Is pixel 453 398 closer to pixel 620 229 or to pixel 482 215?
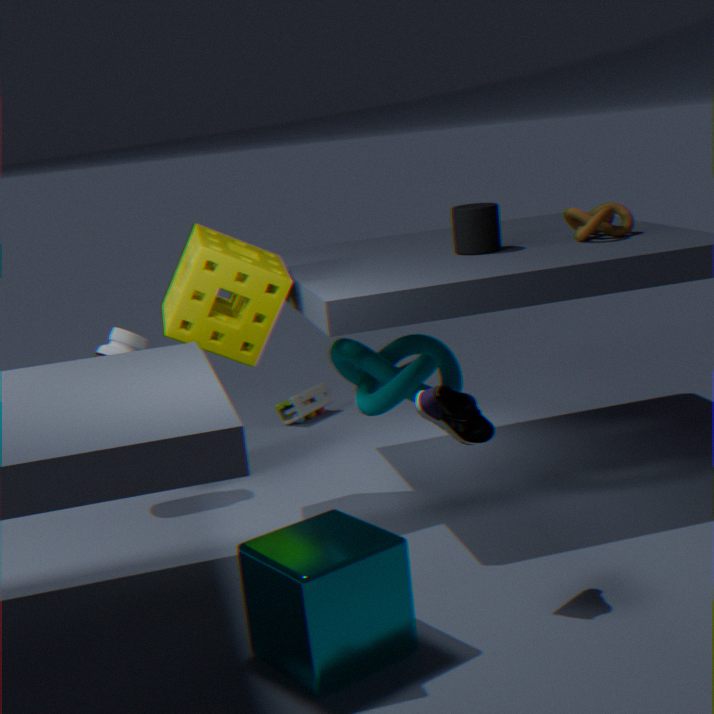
pixel 482 215
